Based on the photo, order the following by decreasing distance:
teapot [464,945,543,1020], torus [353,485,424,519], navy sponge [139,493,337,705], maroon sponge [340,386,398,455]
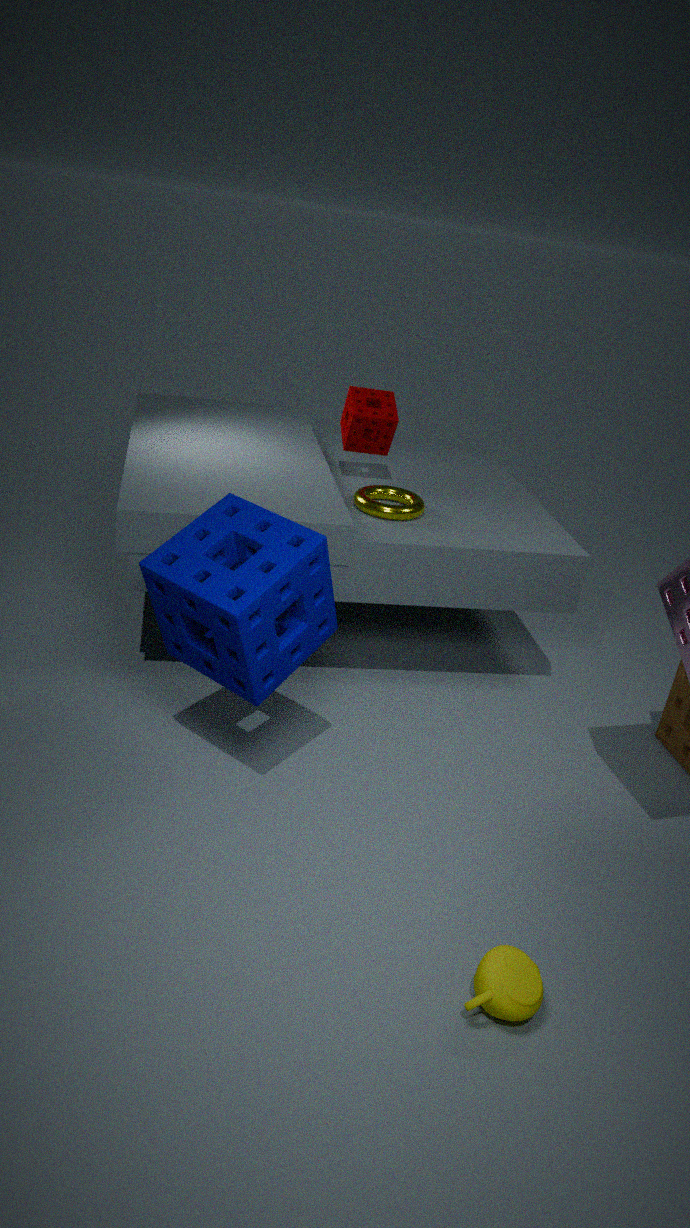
maroon sponge [340,386,398,455] < torus [353,485,424,519] < navy sponge [139,493,337,705] < teapot [464,945,543,1020]
